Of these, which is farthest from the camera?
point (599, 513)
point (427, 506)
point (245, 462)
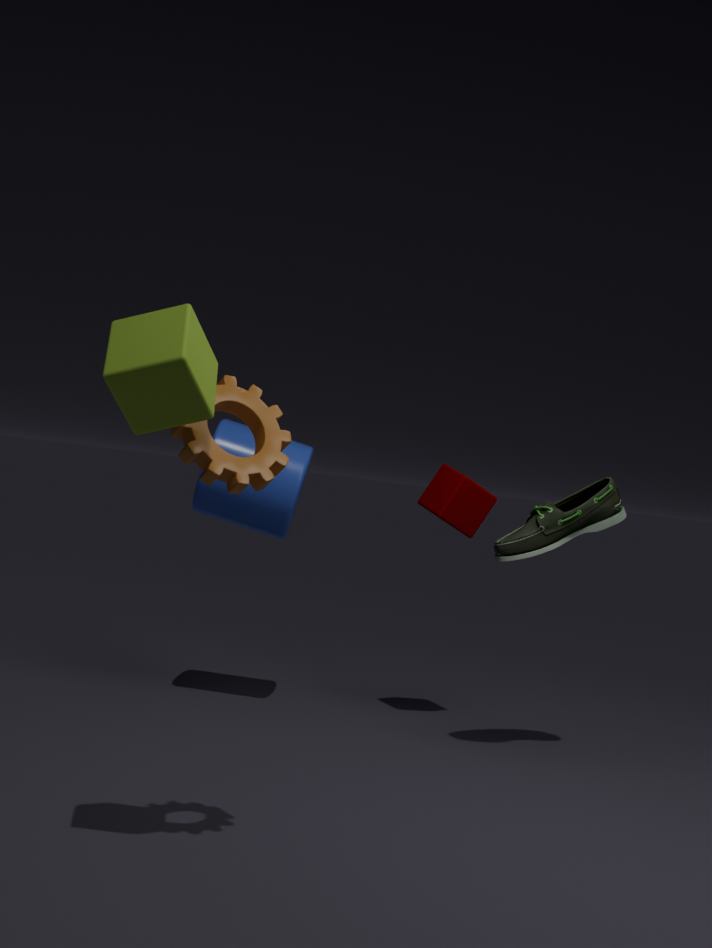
→ point (427, 506)
